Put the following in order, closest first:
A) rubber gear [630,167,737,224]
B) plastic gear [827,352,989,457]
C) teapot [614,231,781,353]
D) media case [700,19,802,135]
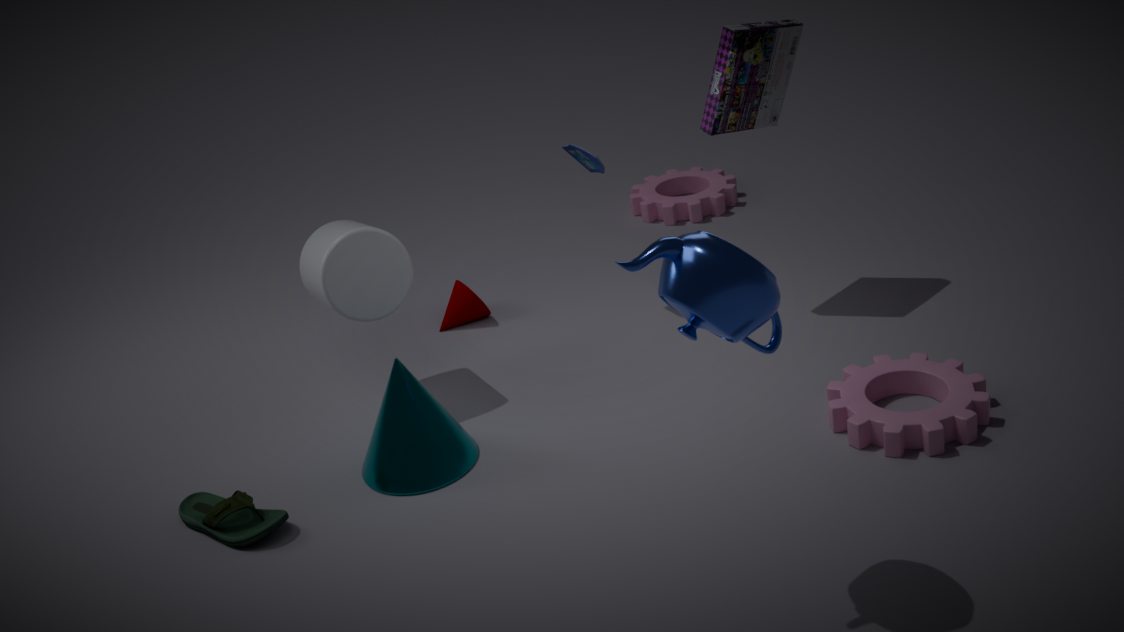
teapot [614,231,781,353], plastic gear [827,352,989,457], media case [700,19,802,135], rubber gear [630,167,737,224]
